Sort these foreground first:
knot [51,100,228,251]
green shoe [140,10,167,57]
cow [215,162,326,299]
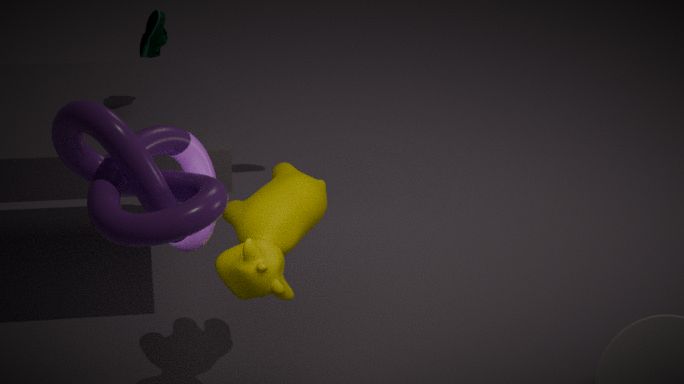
knot [51,100,228,251], cow [215,162,326,299], green shoe [140,10,167,57]
